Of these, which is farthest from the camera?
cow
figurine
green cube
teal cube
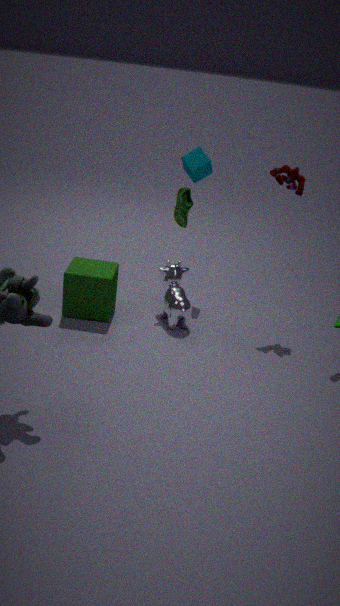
teal cube
